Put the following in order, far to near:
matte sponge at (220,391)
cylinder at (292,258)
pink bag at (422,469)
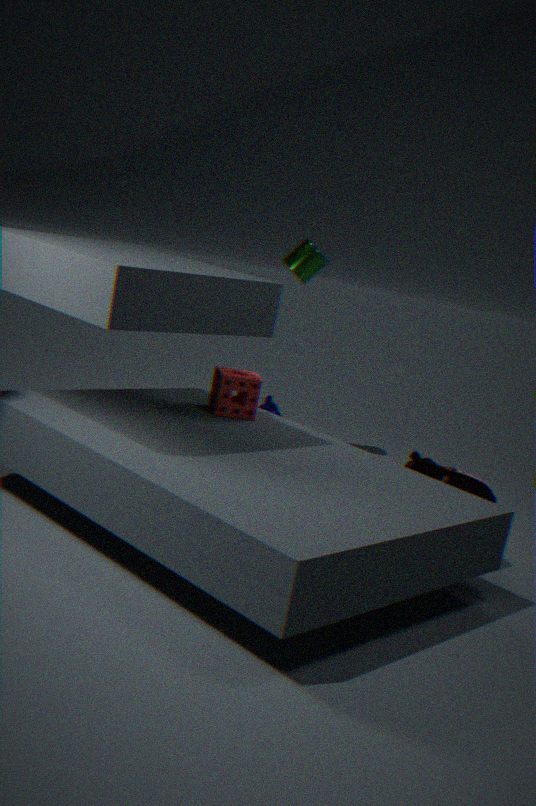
cylinder at (292,258), matte sponge at (220,391), pink bag at (422,469)
